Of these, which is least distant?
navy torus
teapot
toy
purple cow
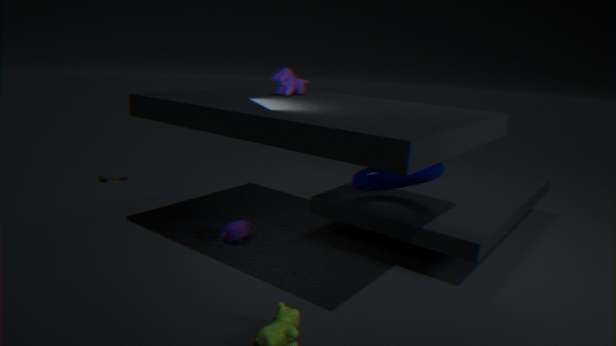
navy torus
